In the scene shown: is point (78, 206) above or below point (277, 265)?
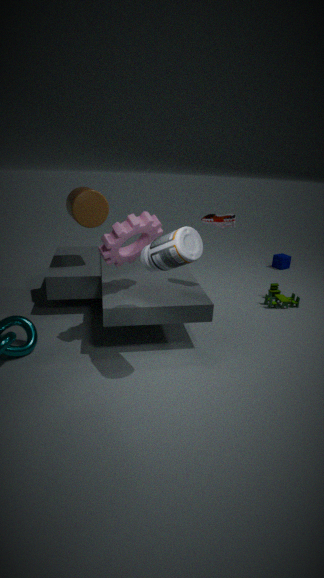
above
